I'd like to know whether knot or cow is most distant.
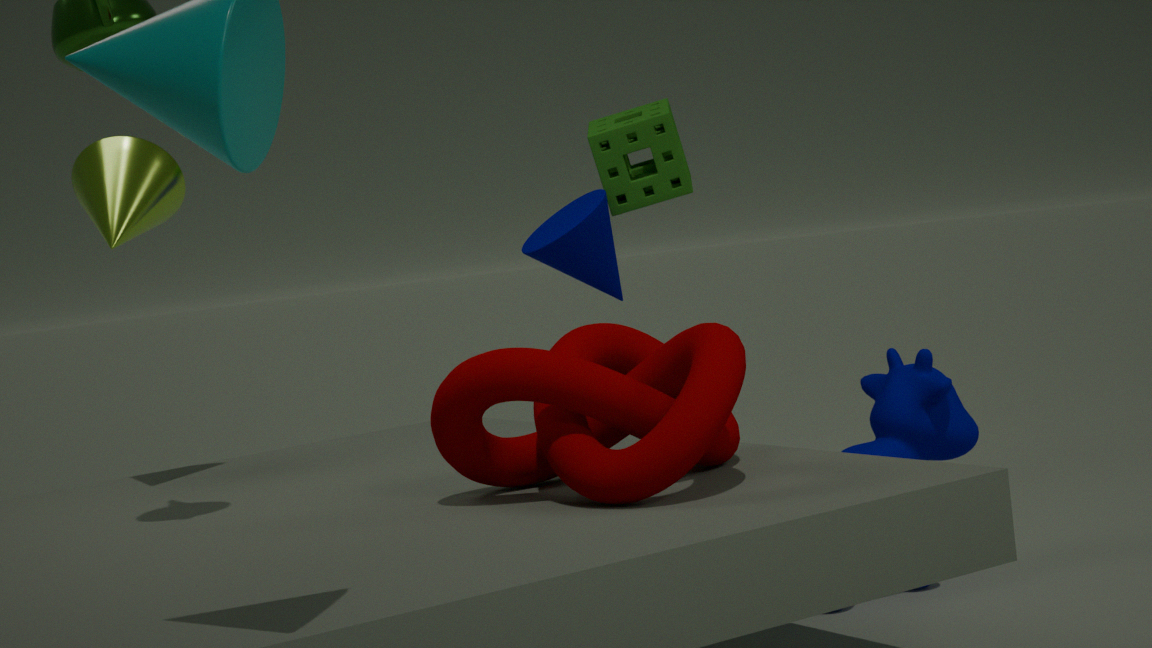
cow
